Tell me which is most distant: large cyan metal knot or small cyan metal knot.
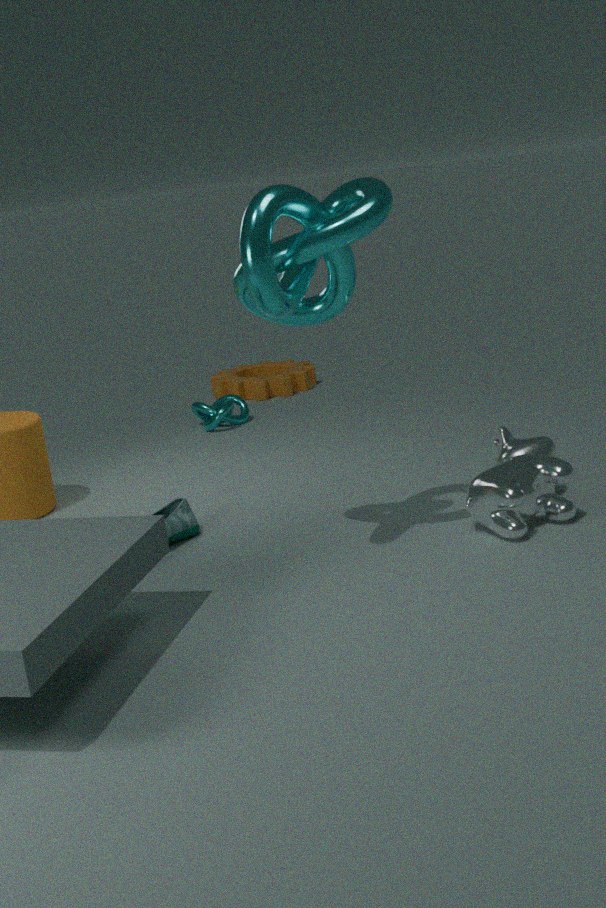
small cyan metal knot
